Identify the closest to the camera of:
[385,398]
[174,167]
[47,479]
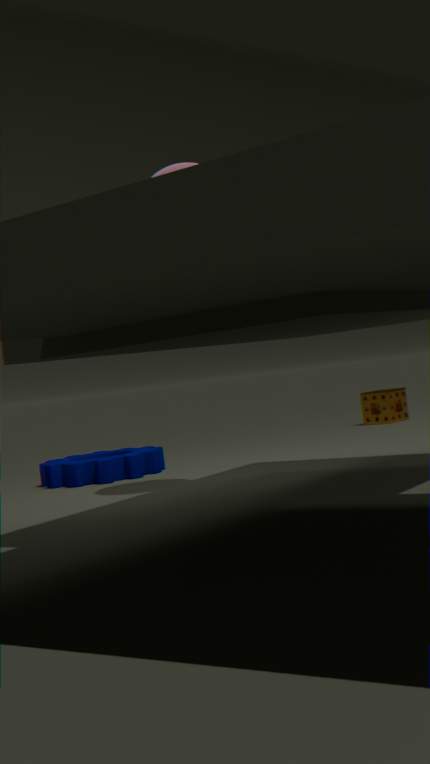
[174,167]
